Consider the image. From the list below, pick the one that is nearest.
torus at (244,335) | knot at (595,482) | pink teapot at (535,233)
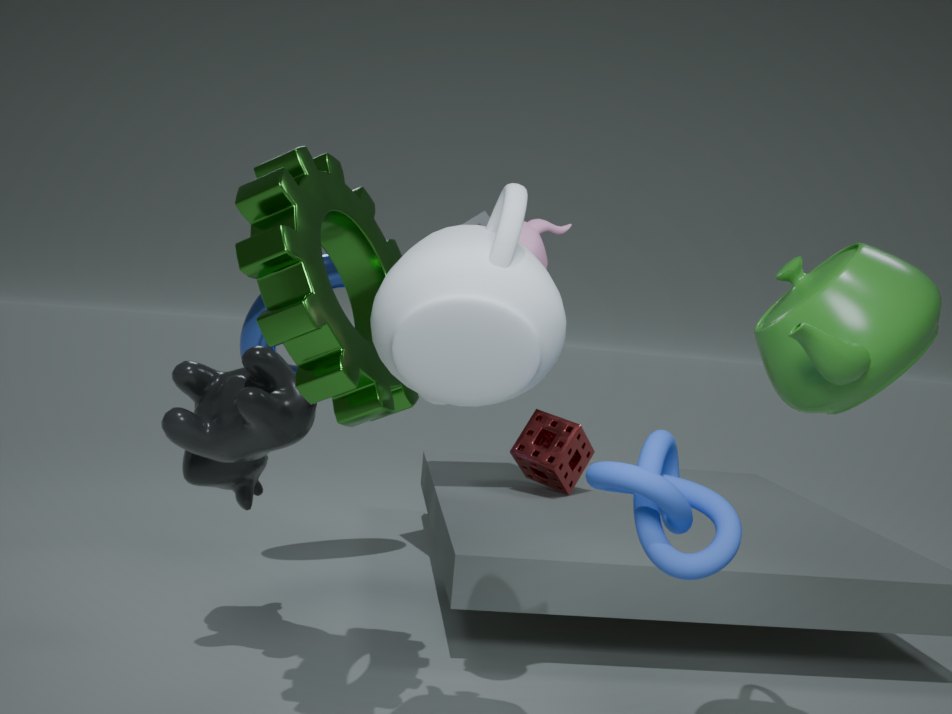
knot at (595,482)
